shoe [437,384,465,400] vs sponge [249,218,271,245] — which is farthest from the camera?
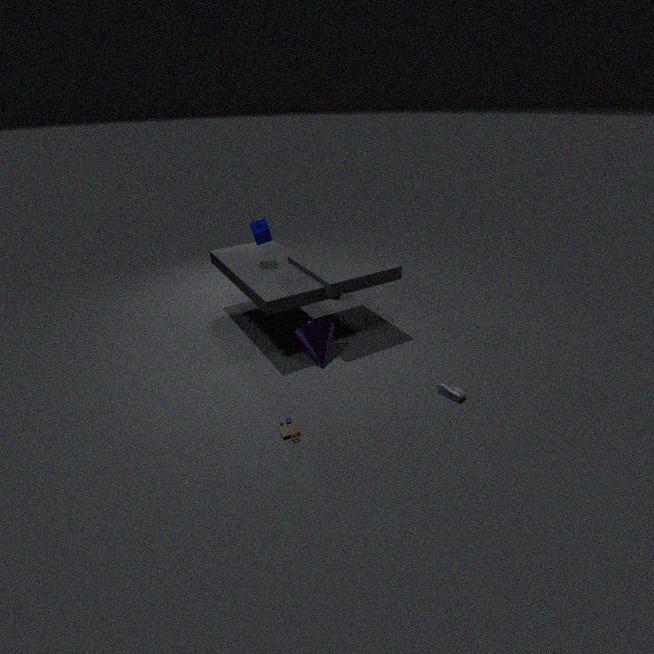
sponge [249,218,271,245]
